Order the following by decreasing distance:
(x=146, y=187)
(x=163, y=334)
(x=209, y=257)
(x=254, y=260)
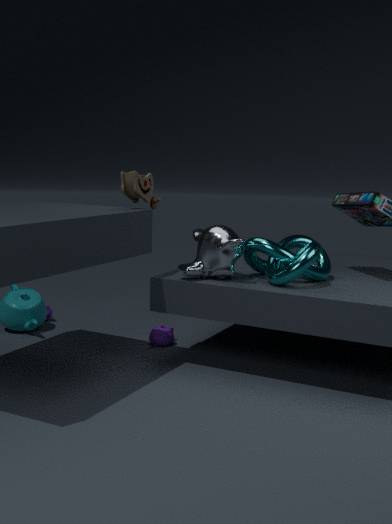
(x=163, y=334), (x=254, y=260), (x=146, y=187), (x=209, y=257)
